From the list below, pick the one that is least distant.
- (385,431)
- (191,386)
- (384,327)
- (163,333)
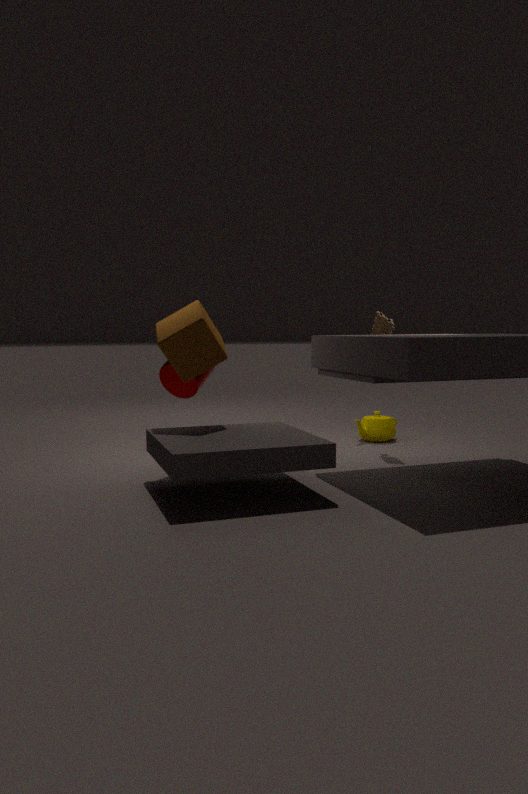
(163,333)
